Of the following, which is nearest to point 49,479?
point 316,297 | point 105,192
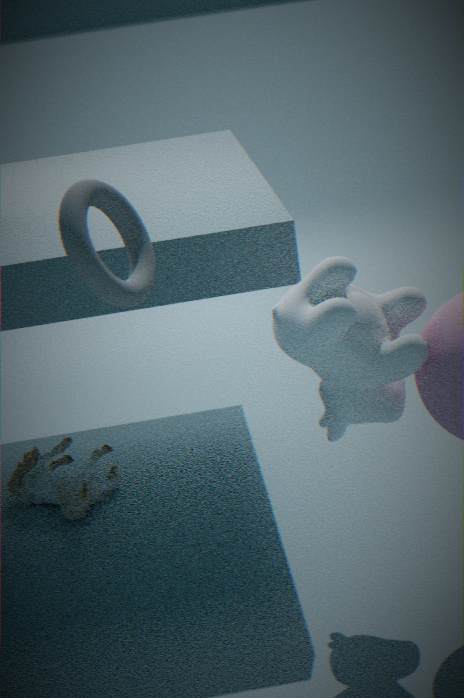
point 316,297
